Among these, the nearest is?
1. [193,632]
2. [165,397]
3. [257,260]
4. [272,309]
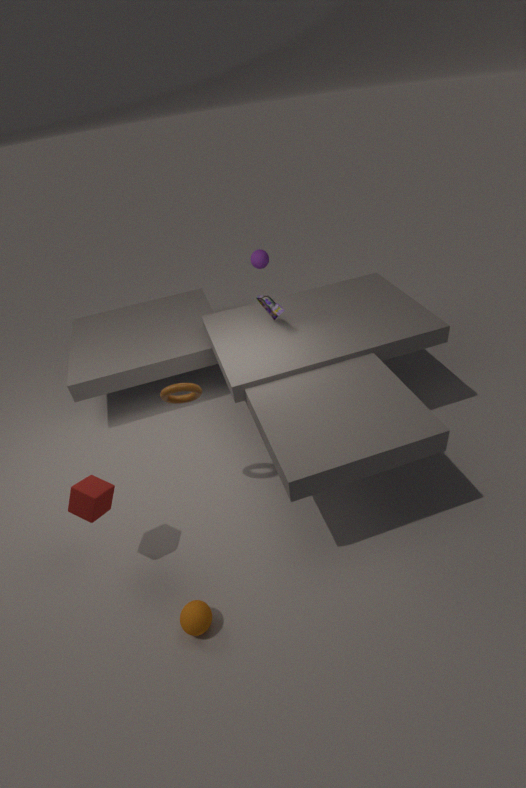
[193,632]
